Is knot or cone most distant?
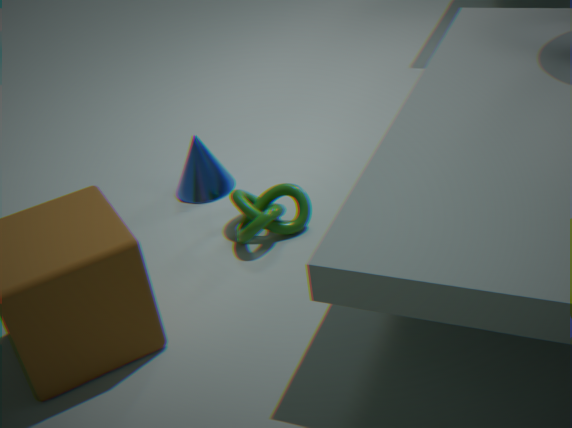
cone
